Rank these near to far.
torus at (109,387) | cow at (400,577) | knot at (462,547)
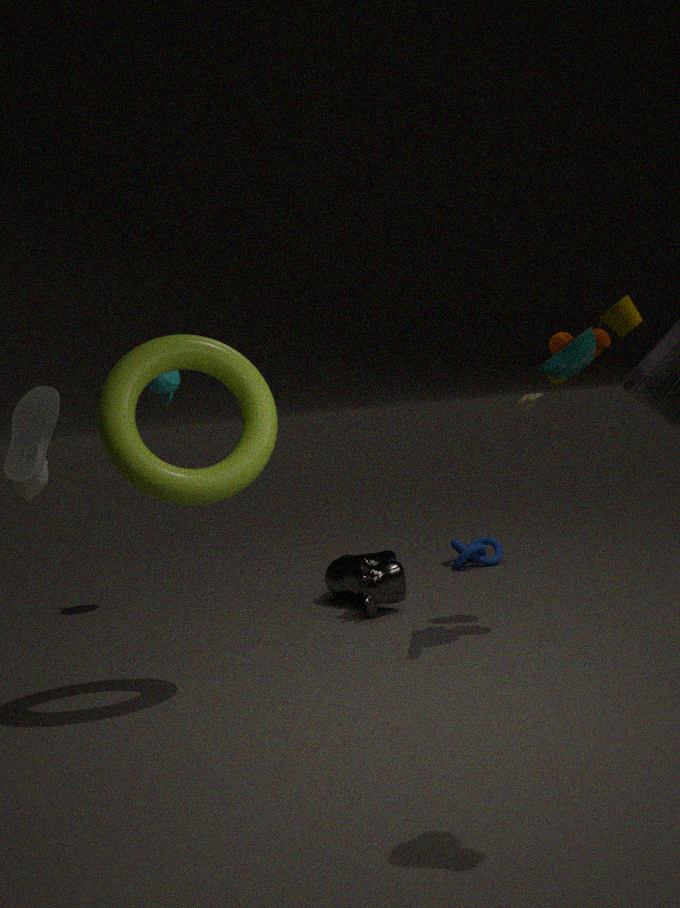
1. torus at (109,387)
2. cow at (400,577)
3. knot at (462,547)
